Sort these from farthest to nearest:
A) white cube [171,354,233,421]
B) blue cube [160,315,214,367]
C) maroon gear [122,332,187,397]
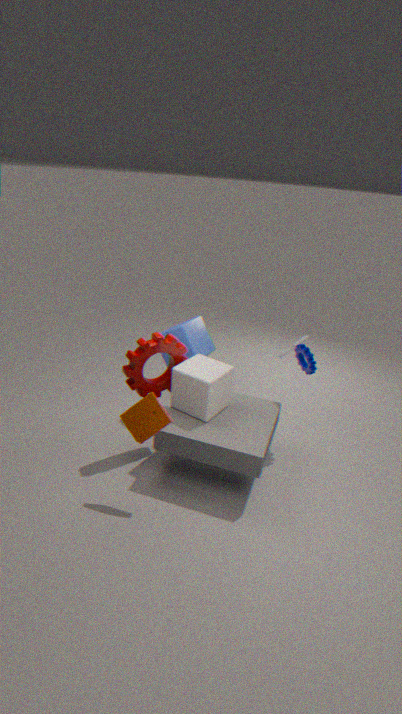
blue cube [160,315,214,367] → maroon gear [122,332,187,397] → white cube [171,354,233,421]
